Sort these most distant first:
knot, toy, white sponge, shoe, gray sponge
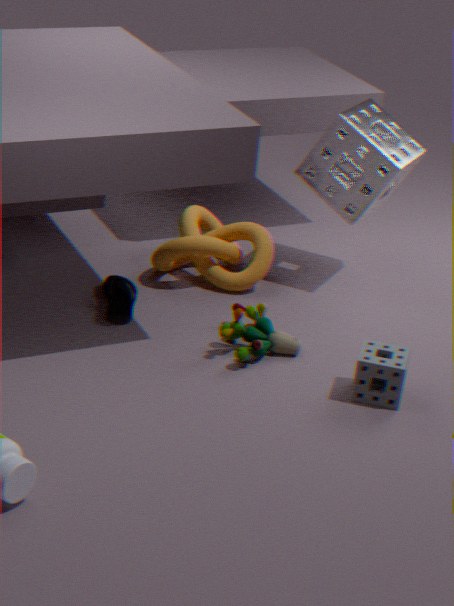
knot
white sponge
shoe
toy
gray sponge
